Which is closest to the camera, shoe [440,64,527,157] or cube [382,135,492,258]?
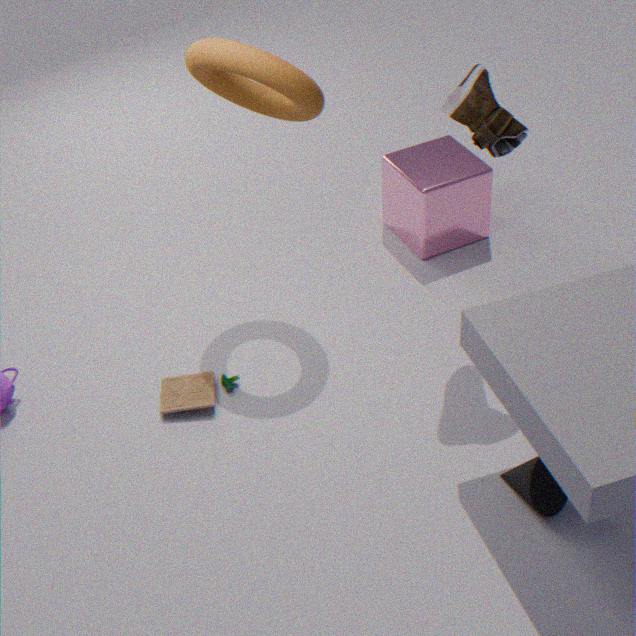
shoe [440,64,527,157]
